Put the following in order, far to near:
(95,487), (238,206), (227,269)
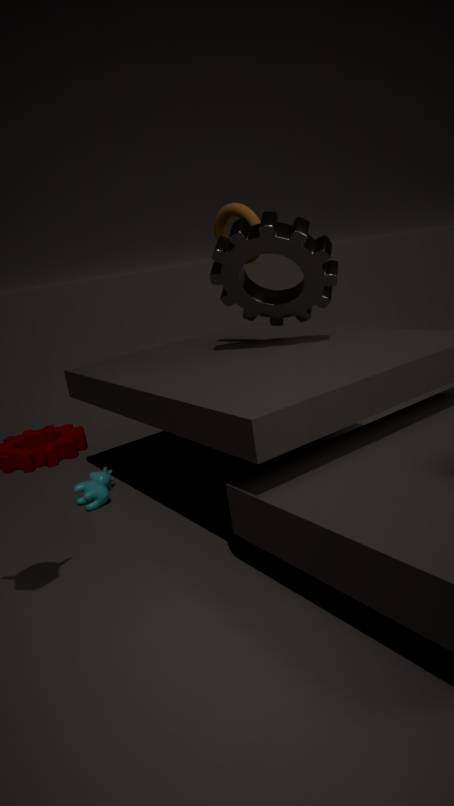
(95,487)
(227,269)
(238,206)
